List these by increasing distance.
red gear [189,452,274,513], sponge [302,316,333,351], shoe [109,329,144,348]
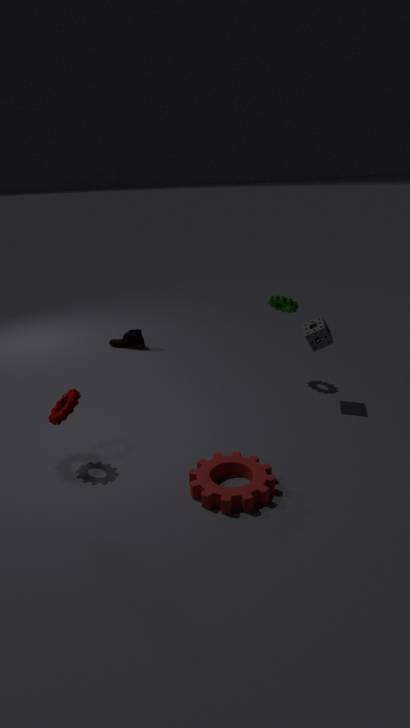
red gear [189,452,274,513] < sponge [302,316,333,351] < shoe [109,329,144,348]
